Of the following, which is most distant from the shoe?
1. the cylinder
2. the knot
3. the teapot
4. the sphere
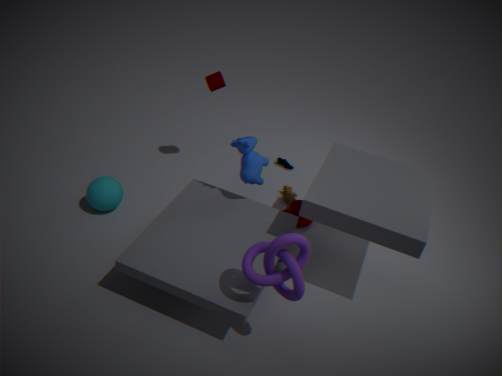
the knot
